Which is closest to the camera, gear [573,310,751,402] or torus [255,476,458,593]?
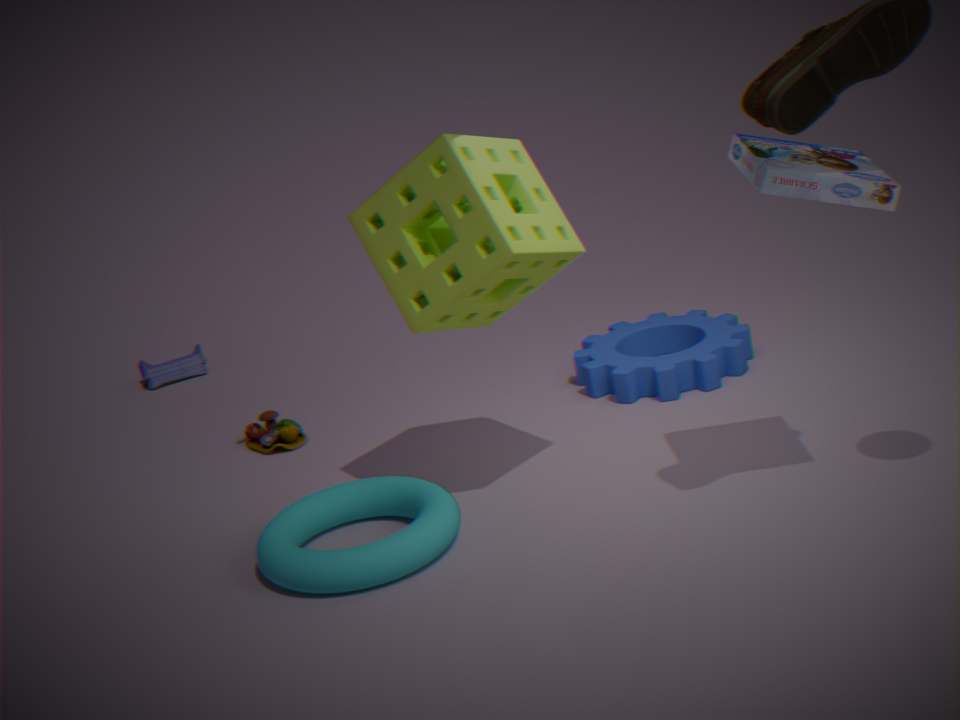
torus [255,476,458,593]
